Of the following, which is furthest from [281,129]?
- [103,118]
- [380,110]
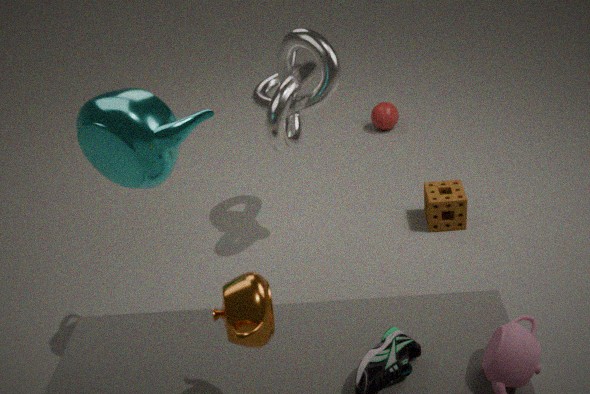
[380,110]
